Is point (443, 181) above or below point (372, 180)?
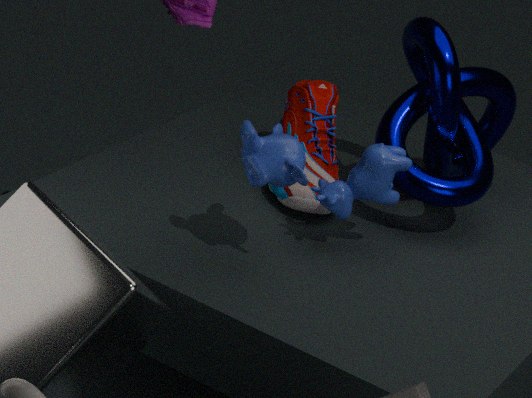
above
